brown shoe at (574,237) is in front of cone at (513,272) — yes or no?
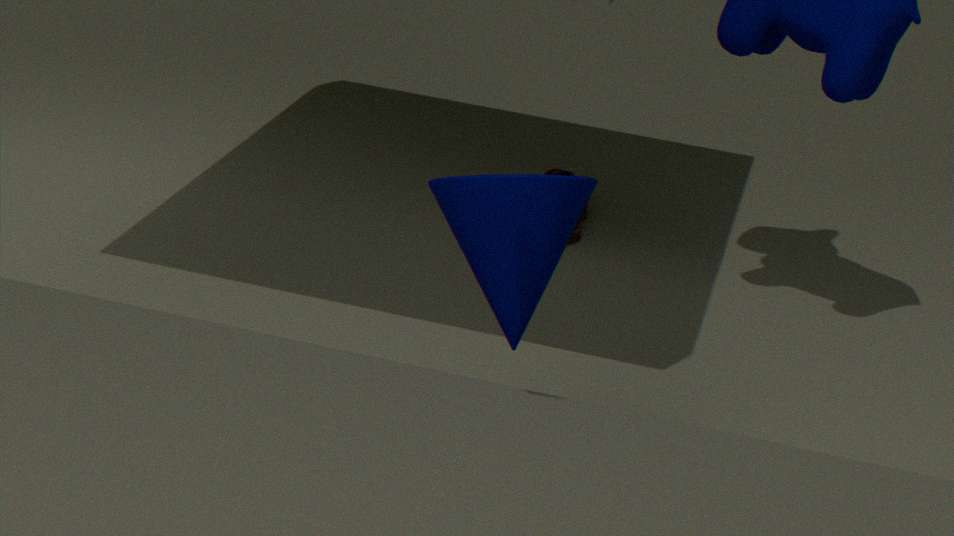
No
